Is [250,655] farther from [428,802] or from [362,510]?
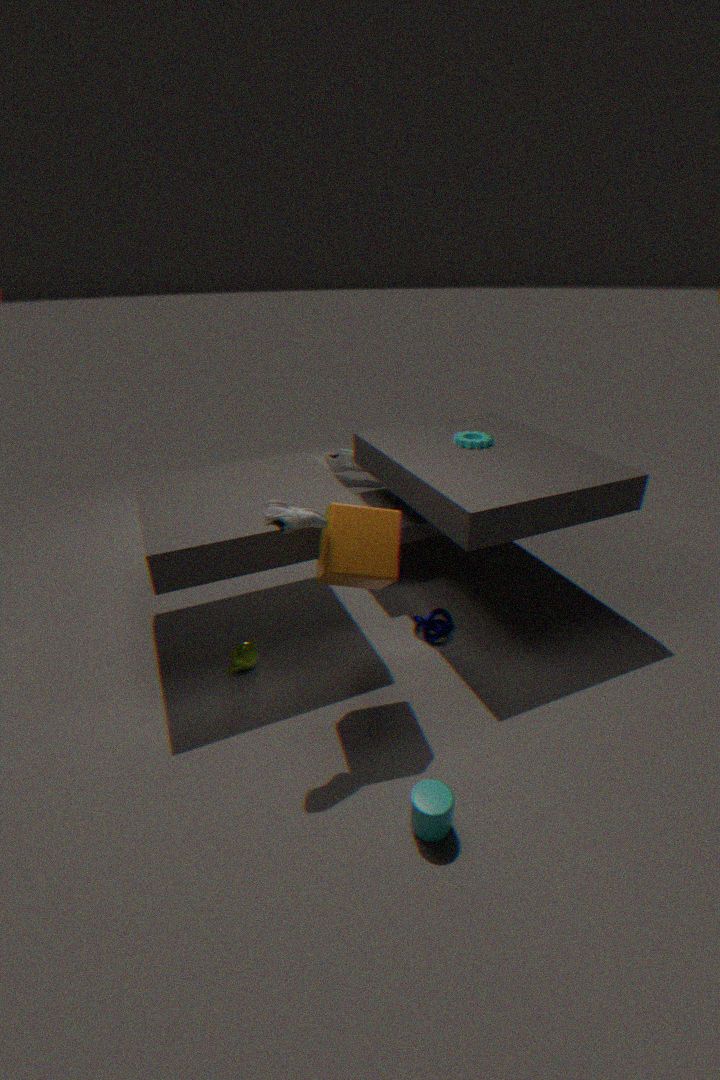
[428,802]
